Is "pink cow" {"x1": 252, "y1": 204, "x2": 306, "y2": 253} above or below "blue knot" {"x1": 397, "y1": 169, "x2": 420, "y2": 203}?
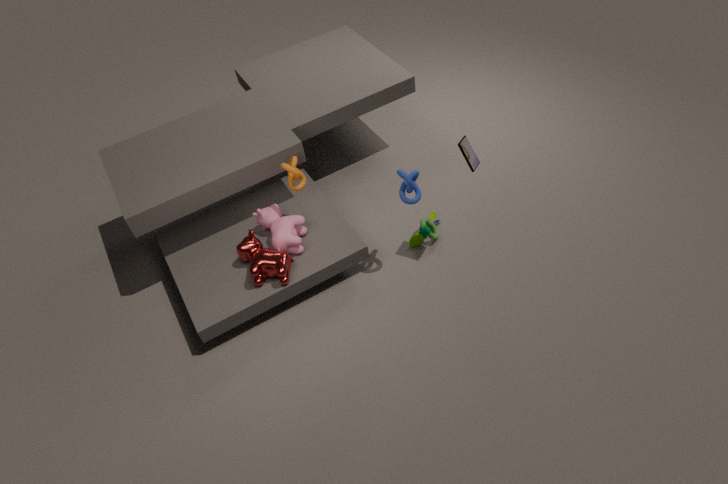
below
